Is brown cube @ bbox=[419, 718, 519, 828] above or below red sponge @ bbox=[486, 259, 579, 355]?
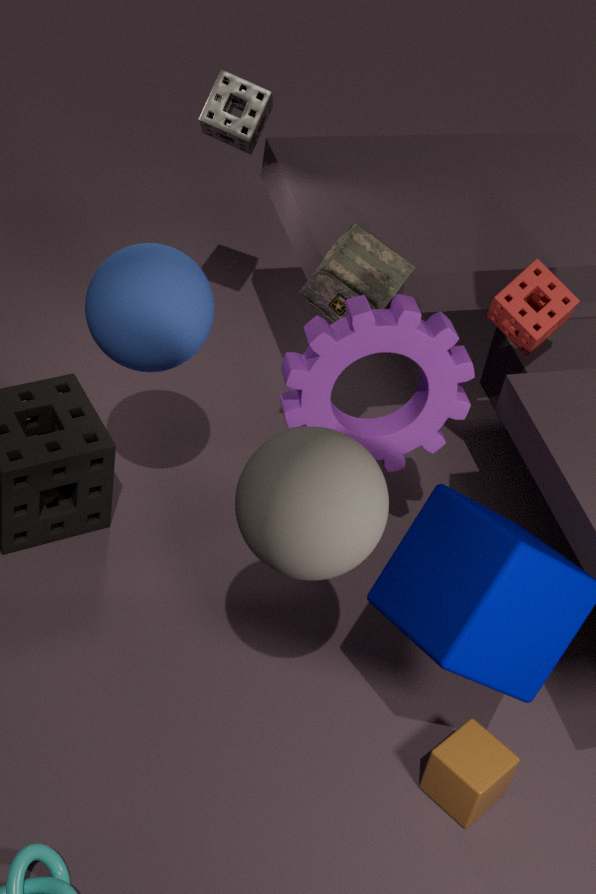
below
